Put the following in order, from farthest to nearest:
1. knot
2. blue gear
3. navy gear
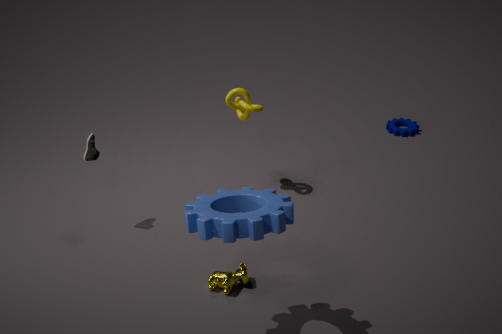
navy gear → knot → blue gear
